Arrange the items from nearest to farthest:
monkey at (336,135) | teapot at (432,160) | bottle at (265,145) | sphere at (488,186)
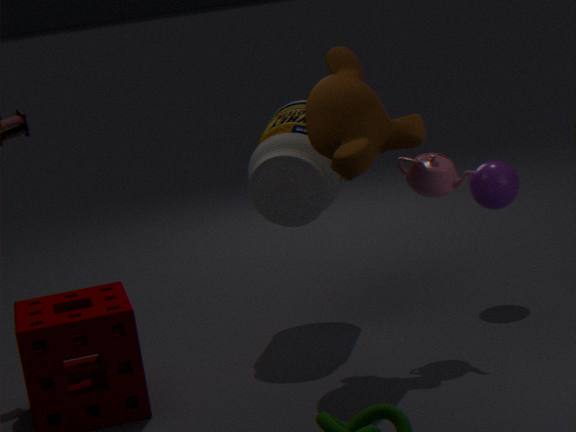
monkey at (336,135) → teapot at (432,160) → bottle at (265,145) → sphere at (488,186)
